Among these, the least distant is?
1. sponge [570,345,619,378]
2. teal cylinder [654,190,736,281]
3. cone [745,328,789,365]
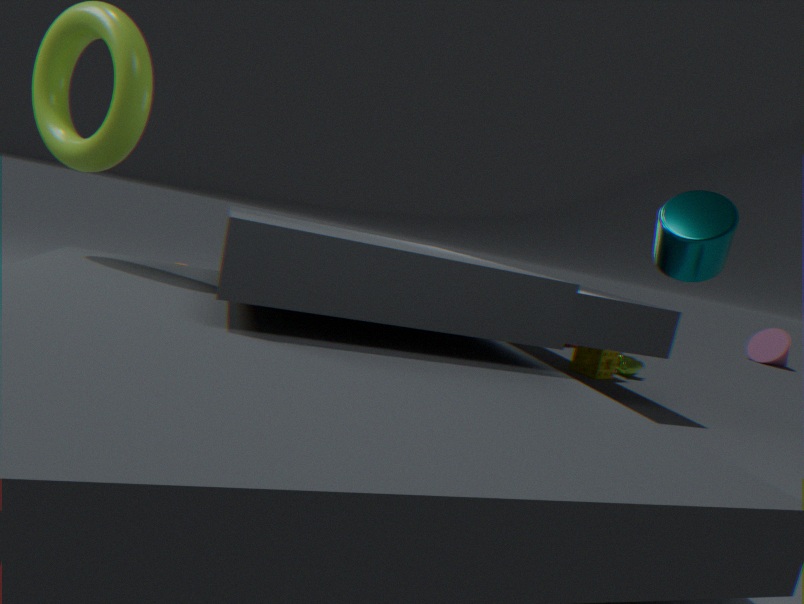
teal cylinder [654,190,736,281]
